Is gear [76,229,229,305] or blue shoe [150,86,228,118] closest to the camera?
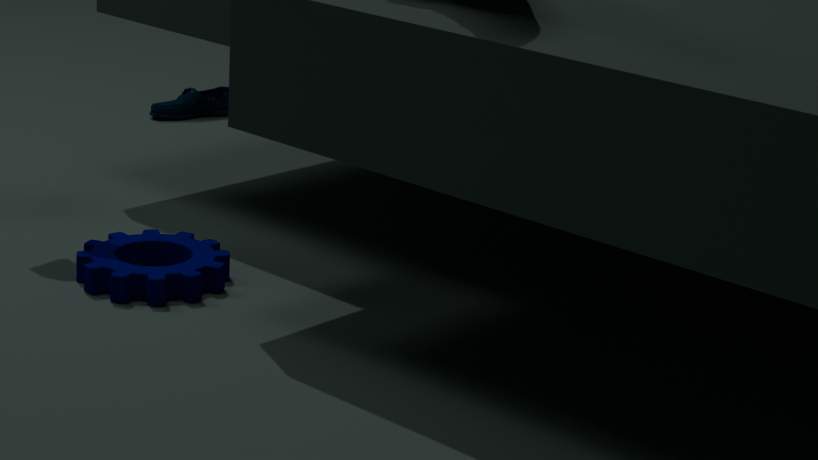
gear [76,229,229,305]
